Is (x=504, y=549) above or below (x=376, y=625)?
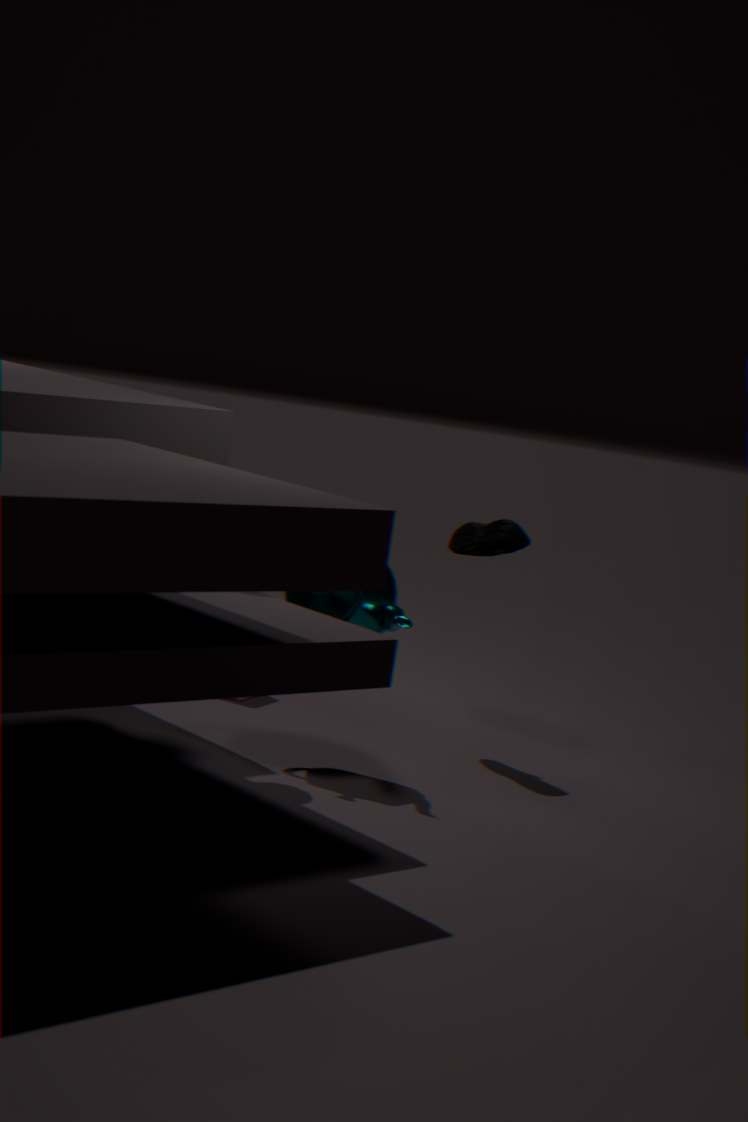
above
